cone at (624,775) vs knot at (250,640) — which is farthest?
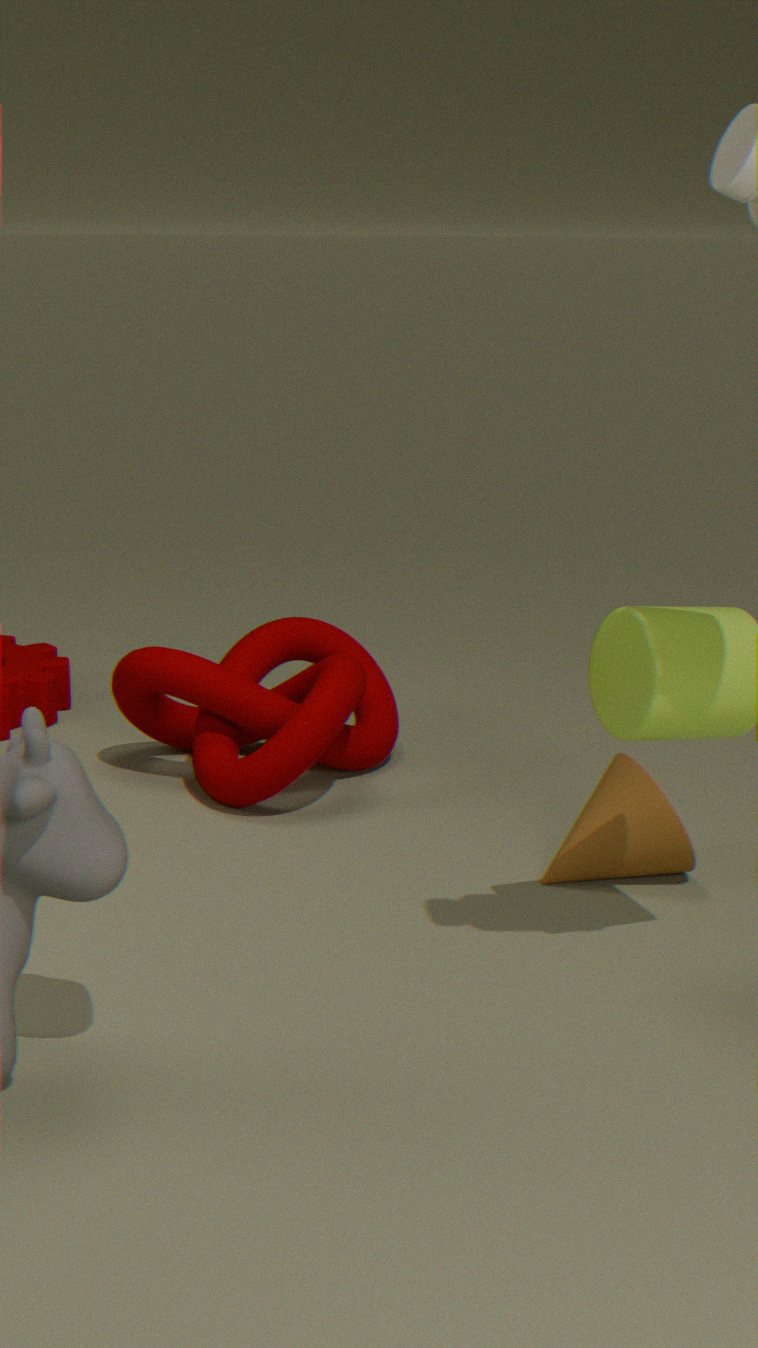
knot at (250,640)
